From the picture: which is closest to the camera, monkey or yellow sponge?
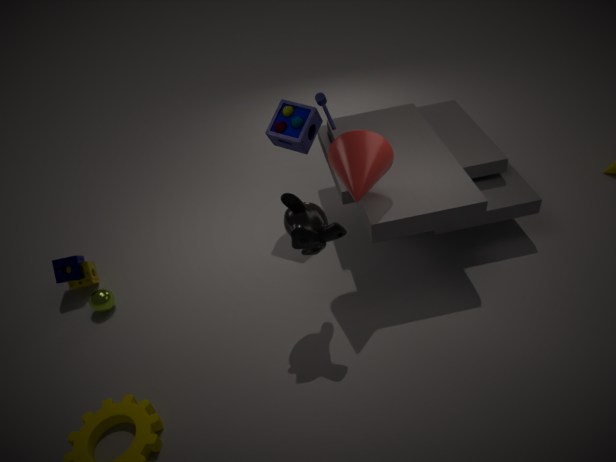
→ monkey
